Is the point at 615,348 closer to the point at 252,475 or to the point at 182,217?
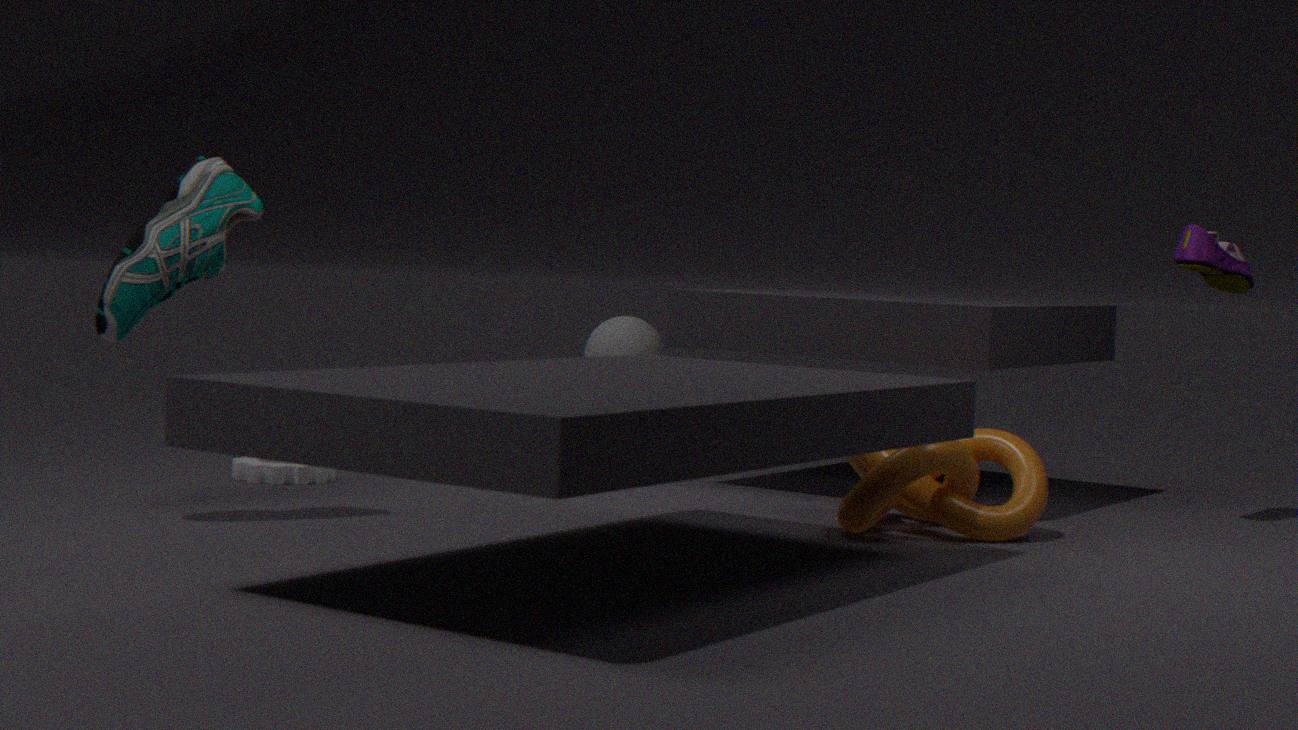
the point at 252,475
